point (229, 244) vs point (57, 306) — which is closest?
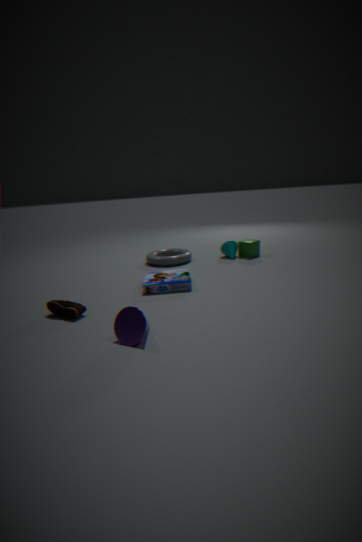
point (57, 306)
